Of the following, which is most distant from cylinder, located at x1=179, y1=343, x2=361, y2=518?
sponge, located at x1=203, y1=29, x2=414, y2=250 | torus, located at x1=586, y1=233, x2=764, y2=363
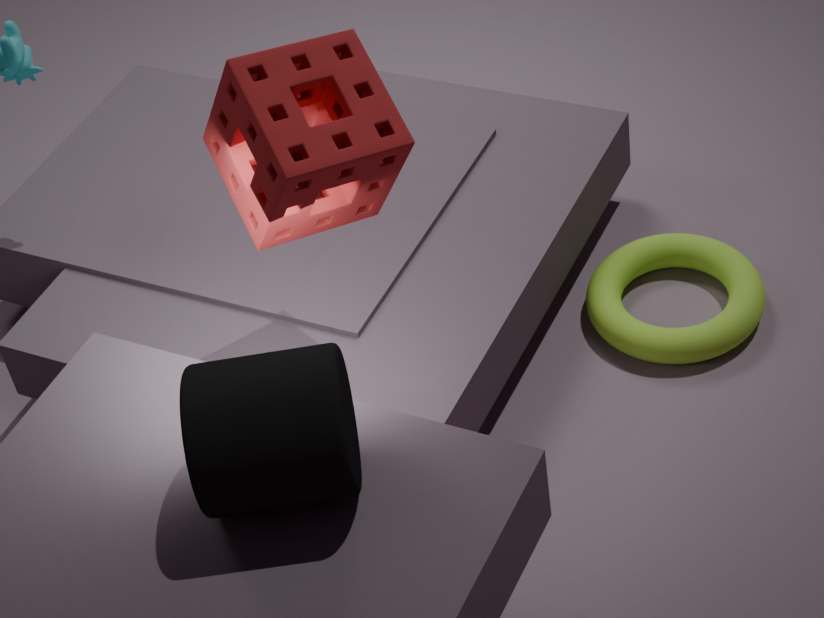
torus, located at x1=586, y1=233, x2=764, y2=363
